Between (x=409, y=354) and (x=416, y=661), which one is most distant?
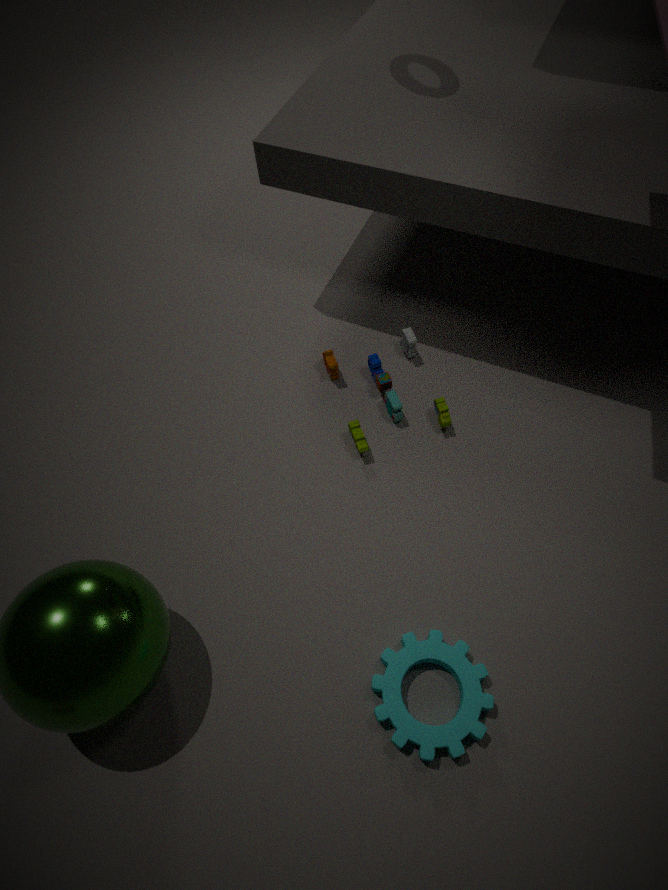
(x=409, y=354)
